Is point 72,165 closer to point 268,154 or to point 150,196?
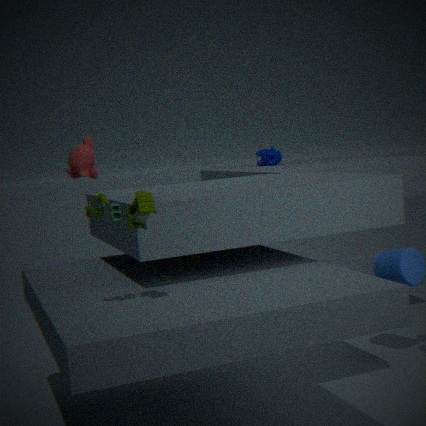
point 150,196
